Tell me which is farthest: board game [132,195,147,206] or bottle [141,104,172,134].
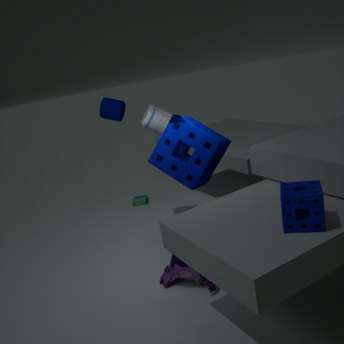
board game [132,195,147,206]
